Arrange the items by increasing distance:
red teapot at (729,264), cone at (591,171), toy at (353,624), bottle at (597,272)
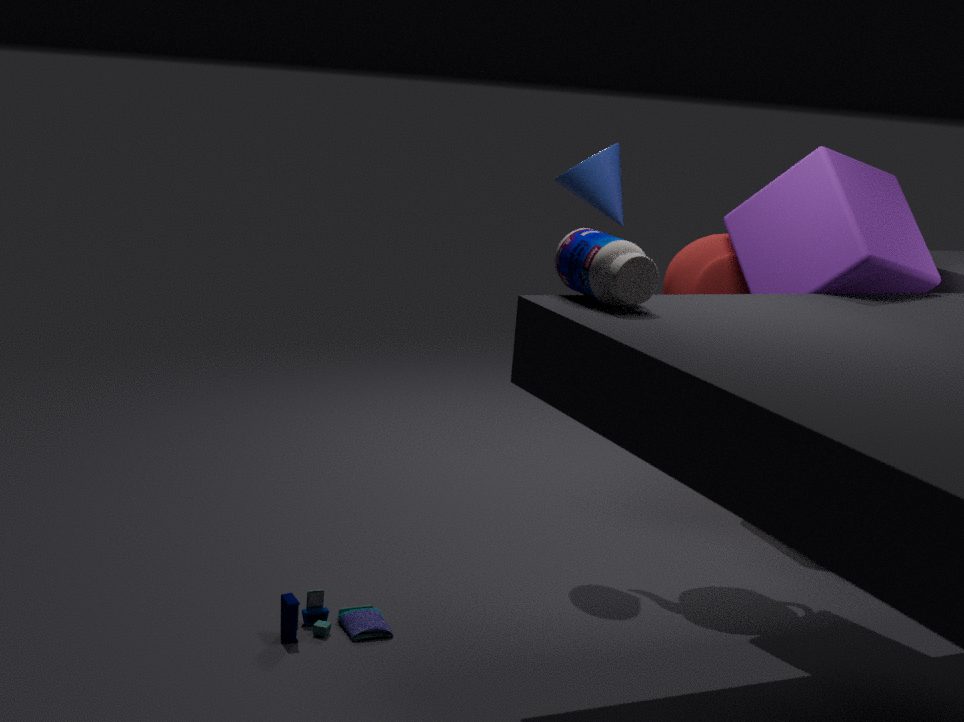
bottle at (597,272) → toy at (353,624) → red teapot at (729,264) → cone at (591,171)
